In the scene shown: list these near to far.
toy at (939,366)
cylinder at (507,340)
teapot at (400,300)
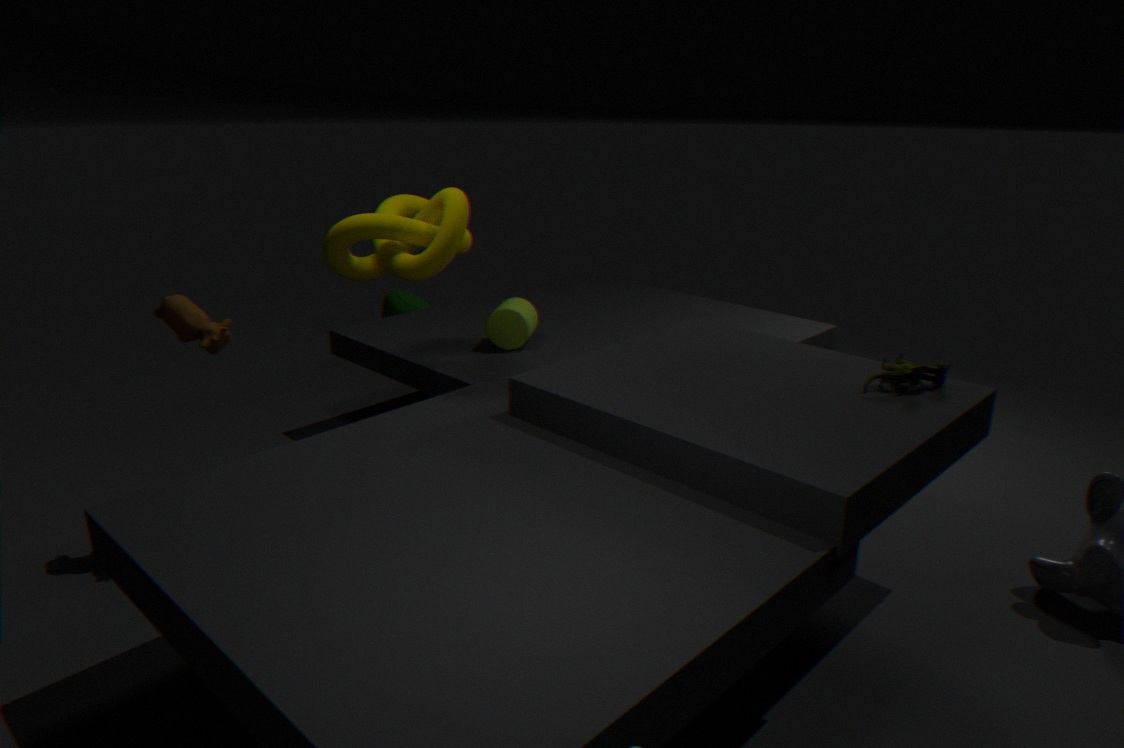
toy at (939,366) → cylinder at (507,340) → teapot at (400,300)
